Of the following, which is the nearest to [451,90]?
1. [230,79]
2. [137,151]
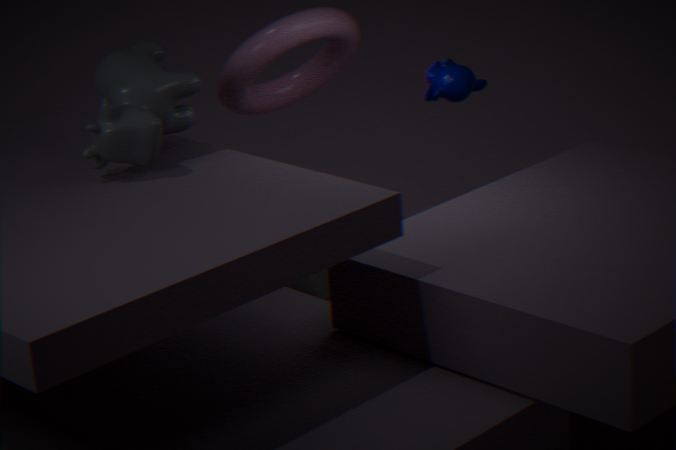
[230,79]
